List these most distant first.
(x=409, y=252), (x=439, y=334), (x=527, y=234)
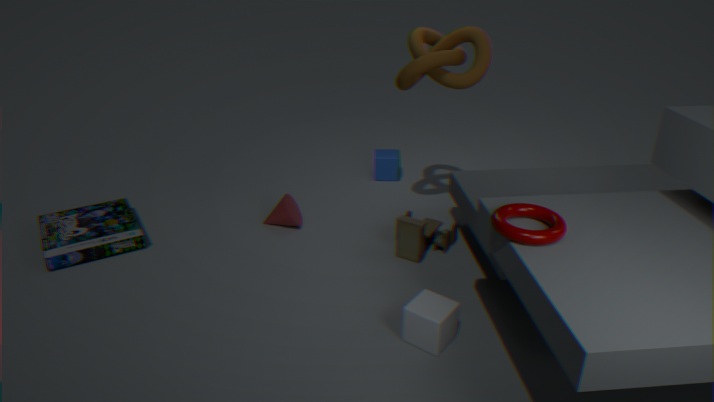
(x=409, y=252)
(x=439, y=334)
(x=527, y=234)
